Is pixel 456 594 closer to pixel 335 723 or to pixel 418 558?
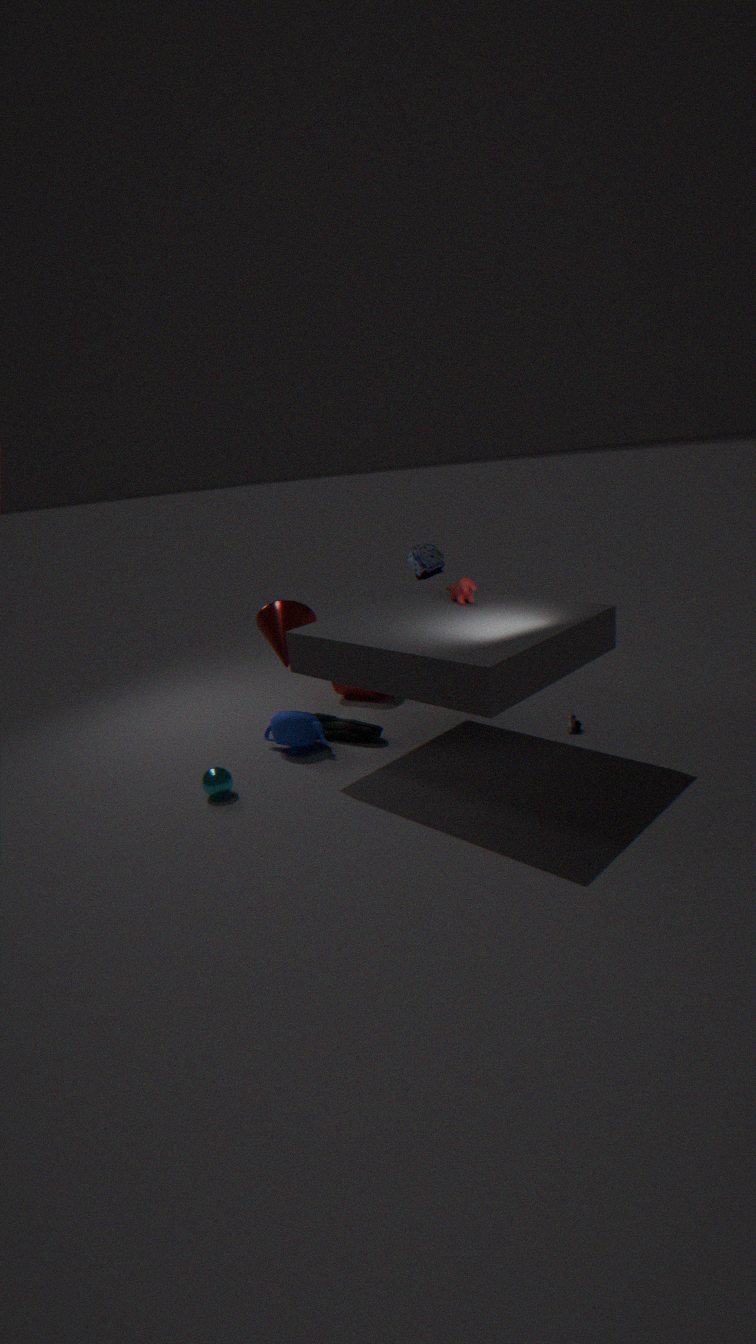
pixel 335 723
